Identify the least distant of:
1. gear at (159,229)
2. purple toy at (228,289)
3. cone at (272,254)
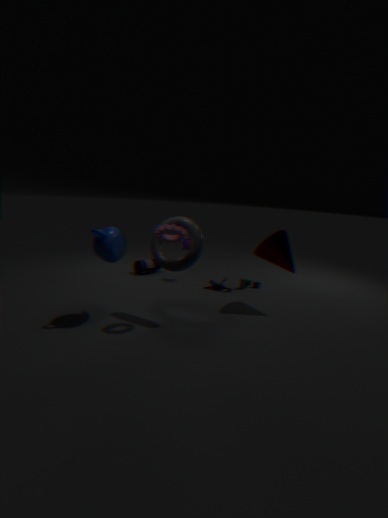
gear at (159,229)
